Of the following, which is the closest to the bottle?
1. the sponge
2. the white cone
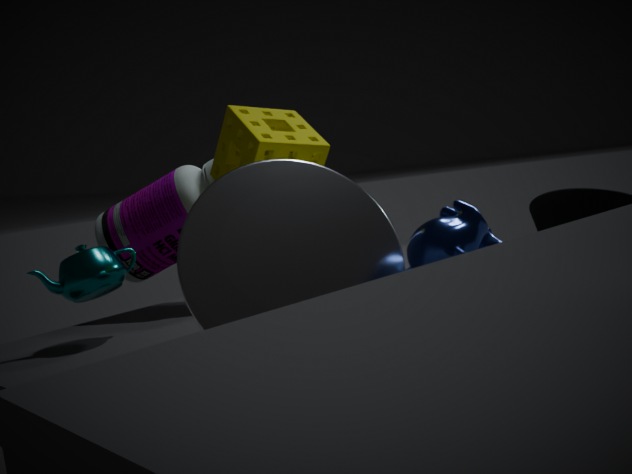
the sponge
